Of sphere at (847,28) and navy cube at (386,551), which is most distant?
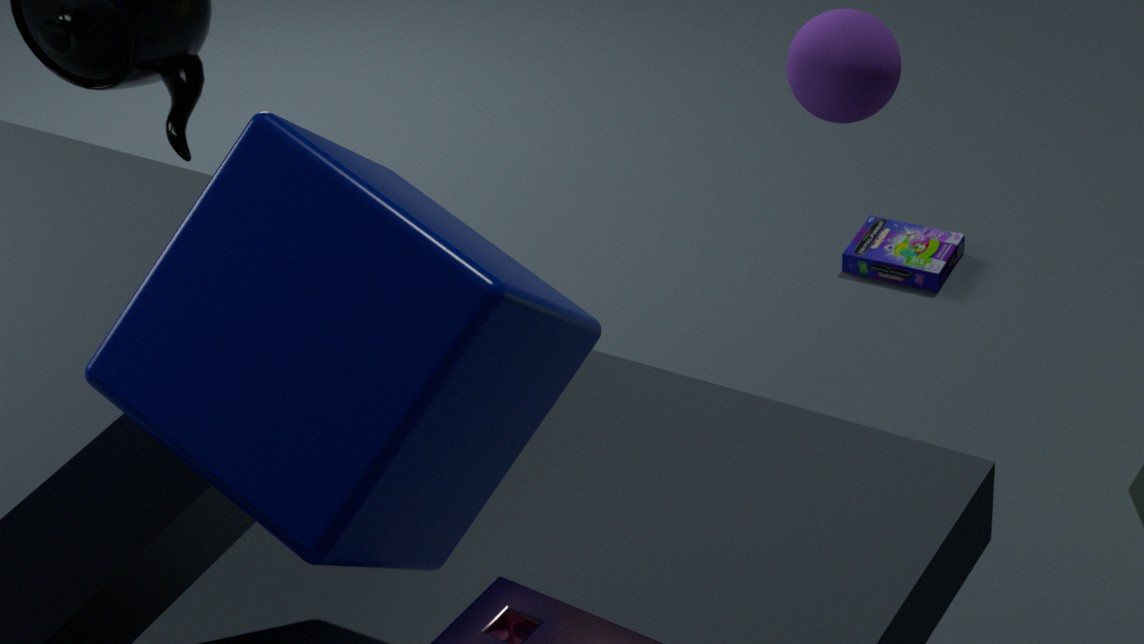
sphere at (847,28)
